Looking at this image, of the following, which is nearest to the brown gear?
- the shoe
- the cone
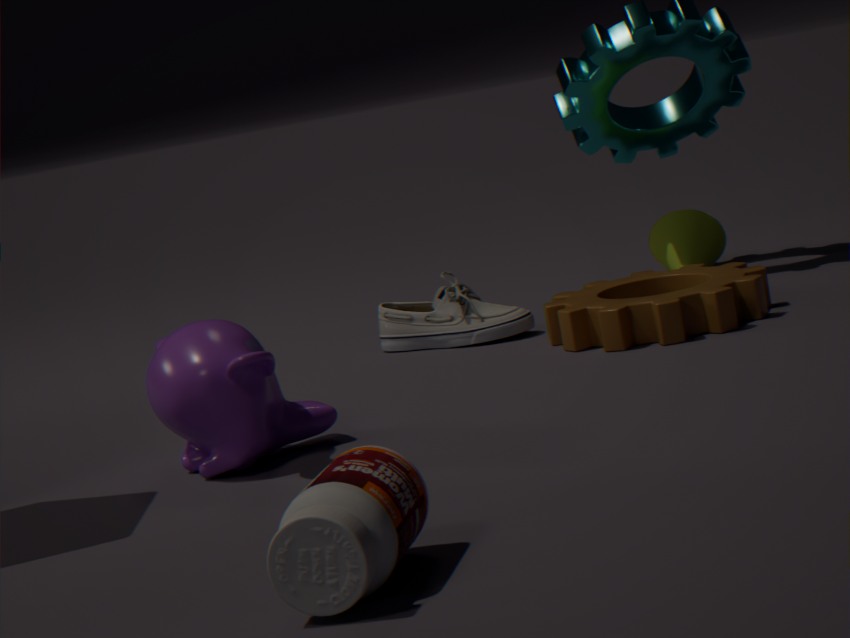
the shoe
